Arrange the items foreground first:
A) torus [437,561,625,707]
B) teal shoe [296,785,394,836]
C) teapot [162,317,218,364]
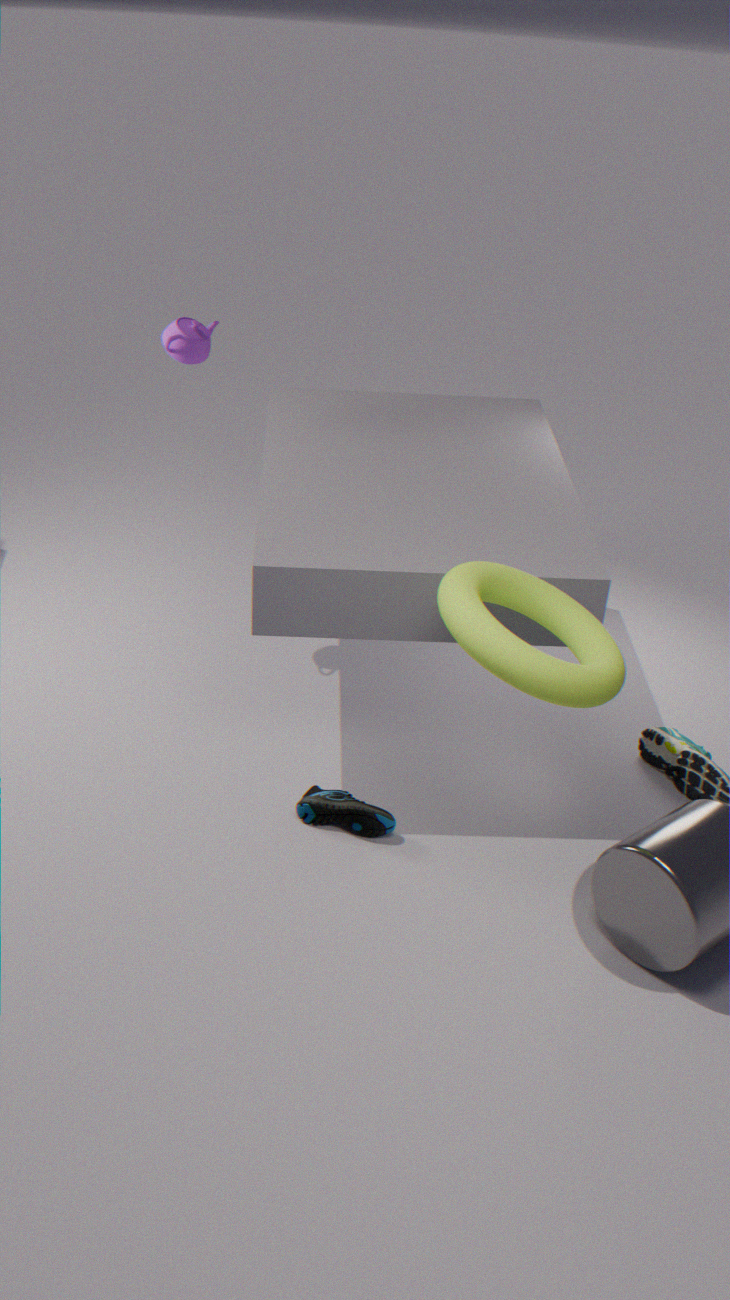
torus [437,561,625,707] → teal shoe [296,785,394,836] → teapot [162,317,218,364]
